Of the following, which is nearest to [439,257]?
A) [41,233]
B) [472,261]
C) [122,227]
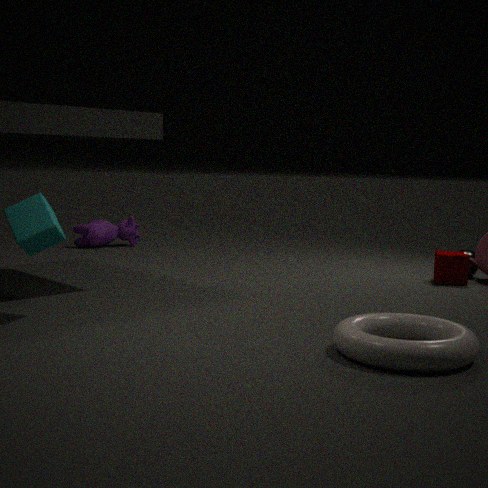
[472,261]
